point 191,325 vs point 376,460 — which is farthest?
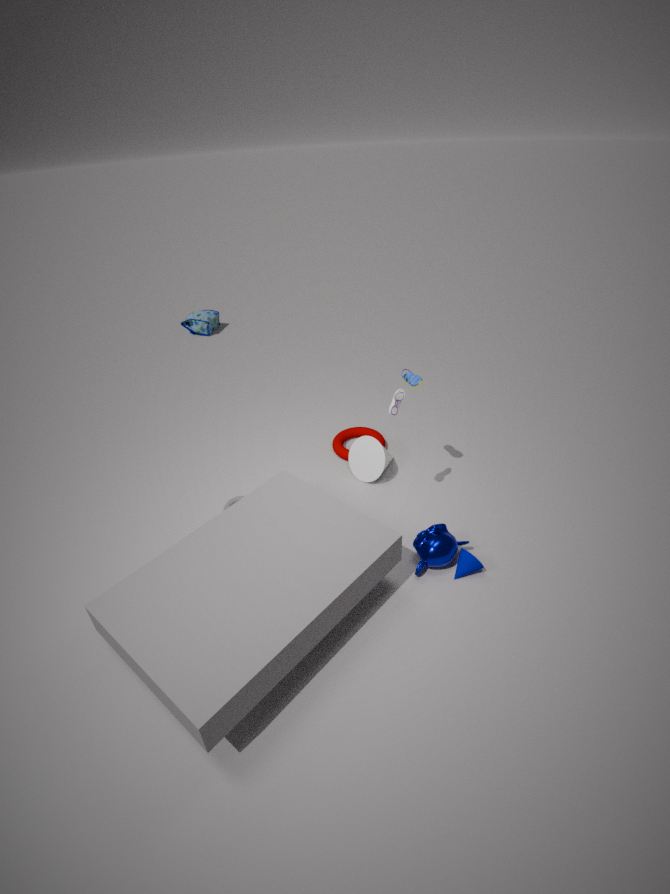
point 191,325
